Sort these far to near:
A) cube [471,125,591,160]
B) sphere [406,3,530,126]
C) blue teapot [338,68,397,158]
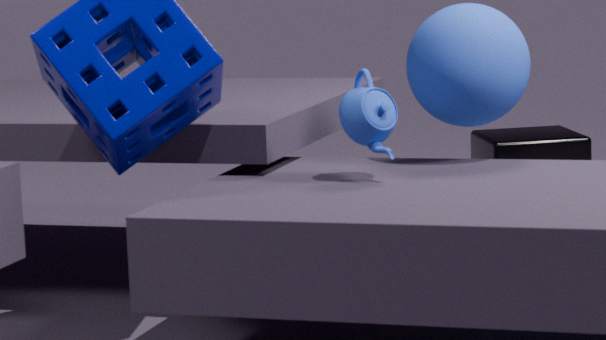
cube [471,125,591,160] → sphere [406,3,530,126] → blue teapot [338,68,397,158]
